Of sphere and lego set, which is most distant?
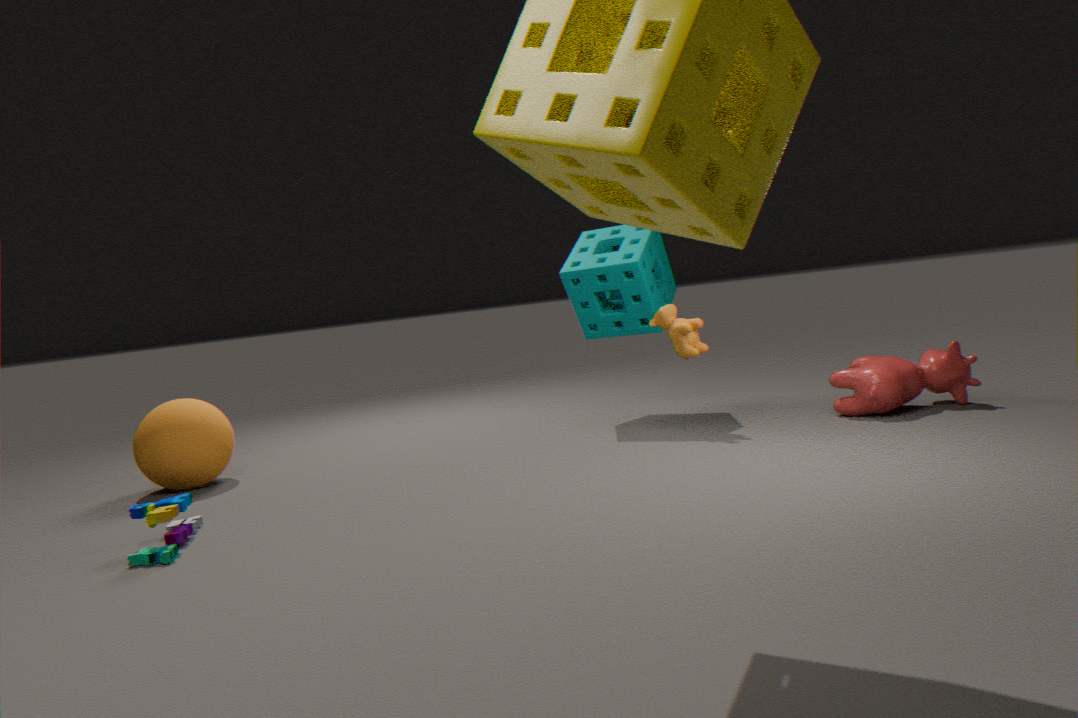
sphere
